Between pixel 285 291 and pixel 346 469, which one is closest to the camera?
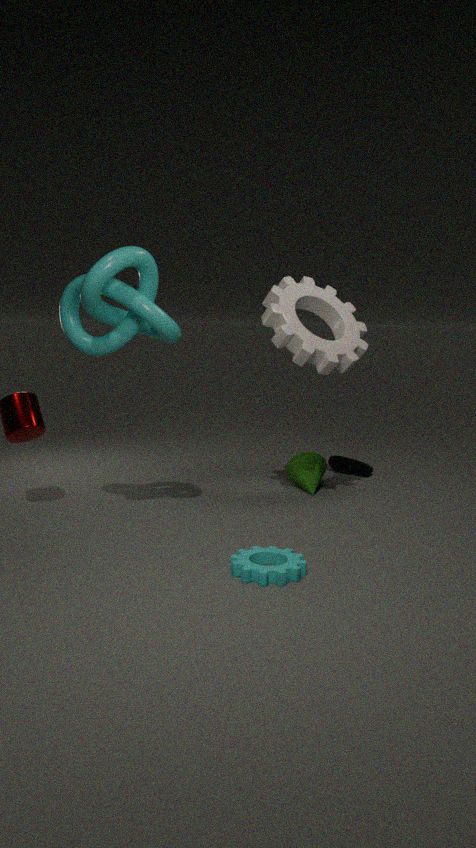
pixel 285 291
